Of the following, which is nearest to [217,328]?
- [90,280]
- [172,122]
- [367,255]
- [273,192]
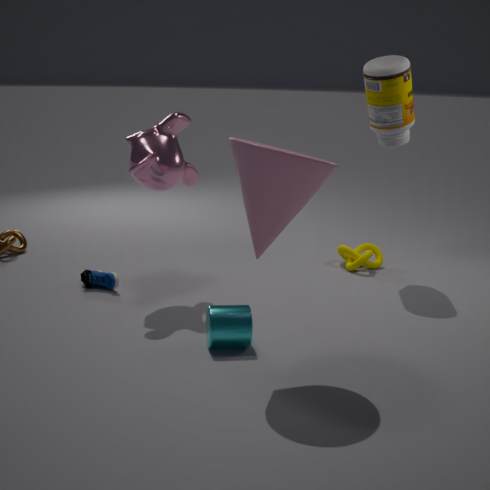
[273,192]
